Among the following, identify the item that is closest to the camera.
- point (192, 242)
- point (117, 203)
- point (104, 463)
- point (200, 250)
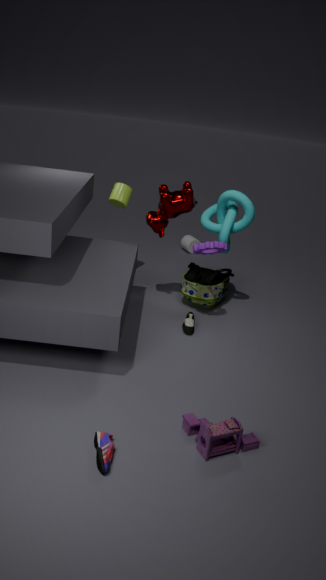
point (104, 463)
